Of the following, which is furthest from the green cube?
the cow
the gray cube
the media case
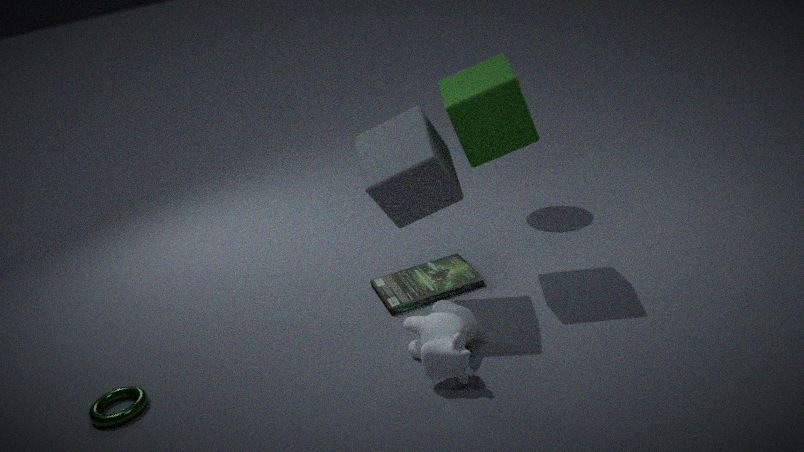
the cow
